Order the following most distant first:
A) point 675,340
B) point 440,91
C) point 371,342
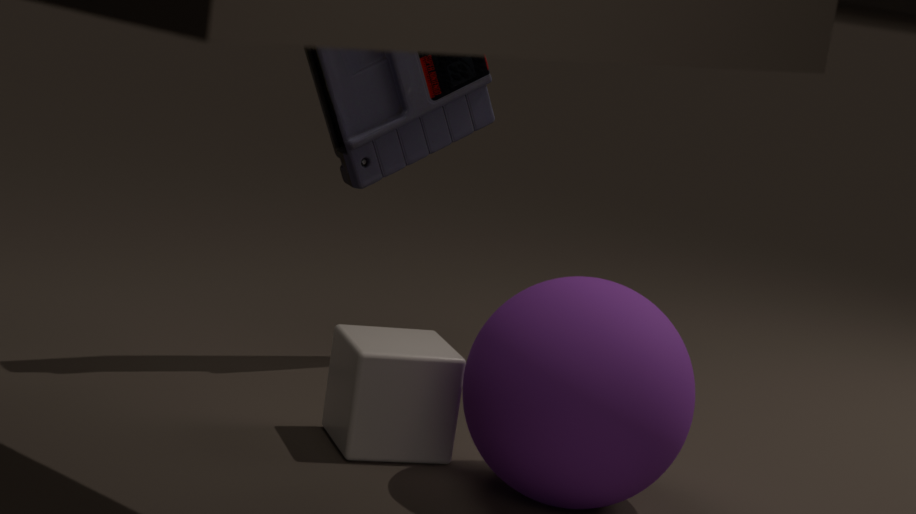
1. point 440,91
2. point 371,342
3. point 675,340
